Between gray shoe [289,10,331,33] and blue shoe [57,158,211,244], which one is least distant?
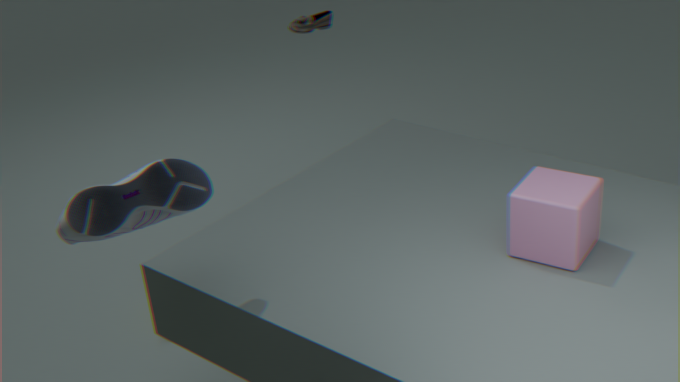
blue shoe [57,158,211,244]
